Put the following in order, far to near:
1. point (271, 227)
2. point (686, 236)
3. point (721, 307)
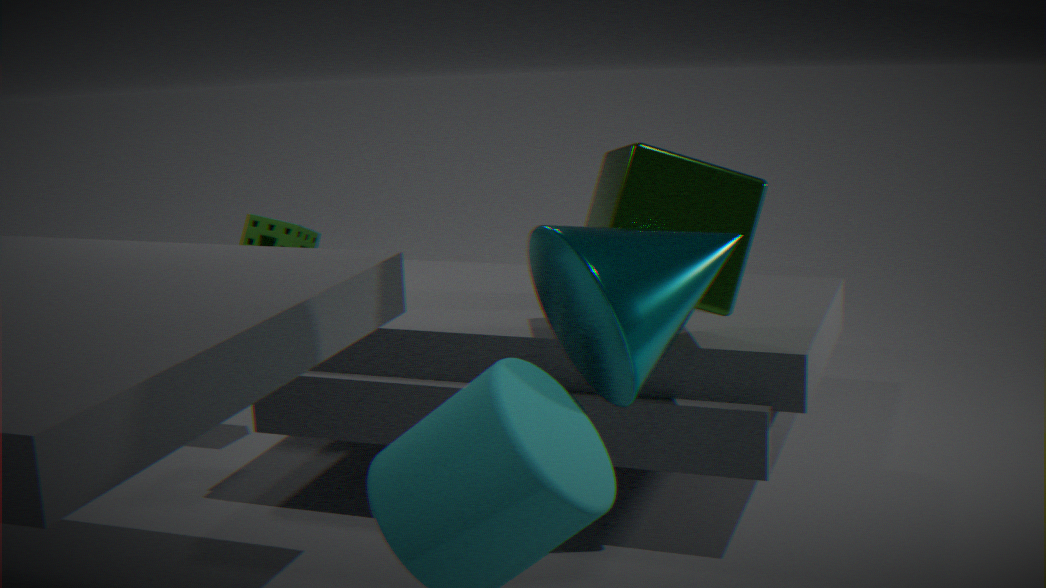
point (271, 227)
point (721, 307)
point (686, 236)
